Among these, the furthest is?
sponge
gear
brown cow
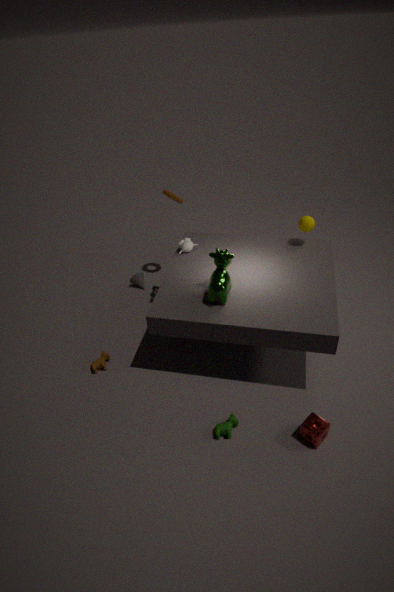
gear
